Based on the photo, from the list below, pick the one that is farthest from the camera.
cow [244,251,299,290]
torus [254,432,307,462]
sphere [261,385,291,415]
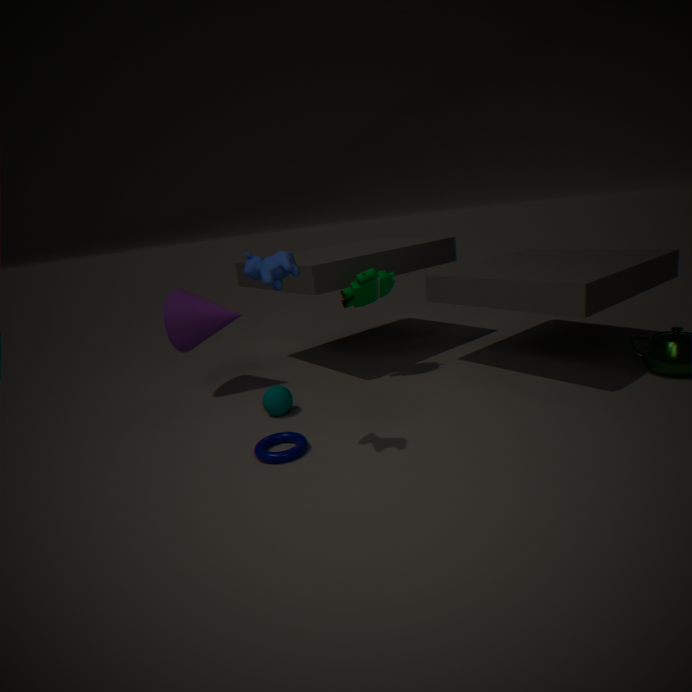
sphere [261,385,291,415]
